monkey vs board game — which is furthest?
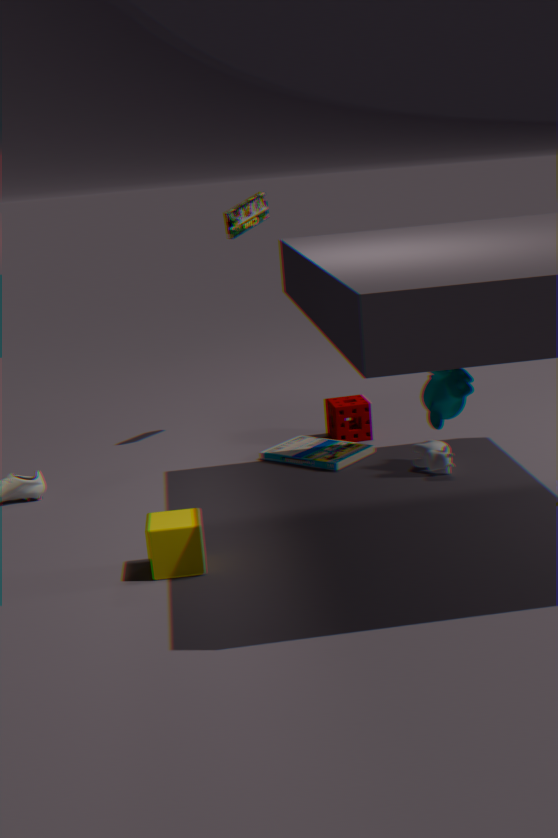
board game
